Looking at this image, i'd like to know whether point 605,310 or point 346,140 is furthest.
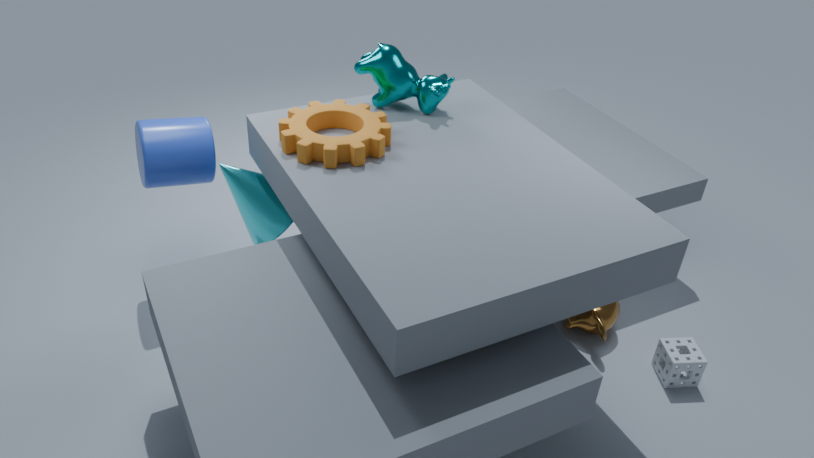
point 605,310
